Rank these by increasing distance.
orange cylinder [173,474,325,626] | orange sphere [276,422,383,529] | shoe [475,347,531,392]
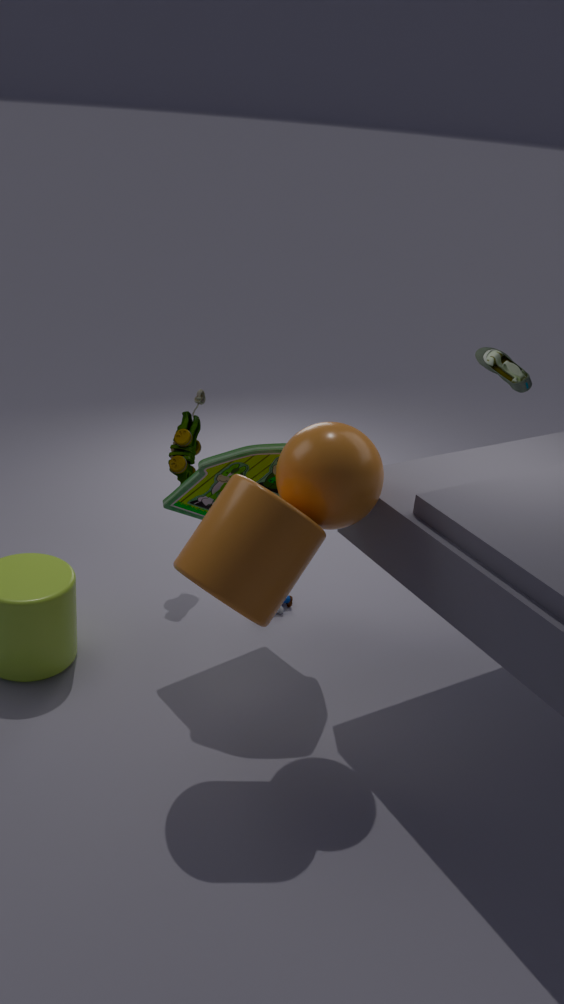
orange cylinder [173,474,325,626], orange sphere [276,422,383,529], shoe [475,347,531,392]
